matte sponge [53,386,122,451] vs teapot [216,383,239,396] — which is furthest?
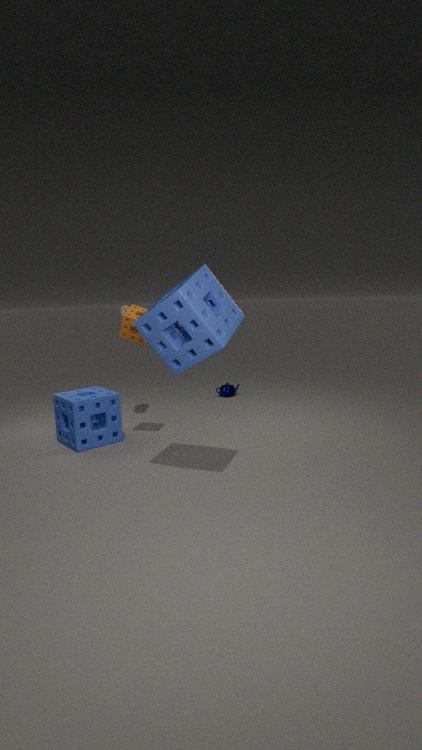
teapot [216,383,239,396]
